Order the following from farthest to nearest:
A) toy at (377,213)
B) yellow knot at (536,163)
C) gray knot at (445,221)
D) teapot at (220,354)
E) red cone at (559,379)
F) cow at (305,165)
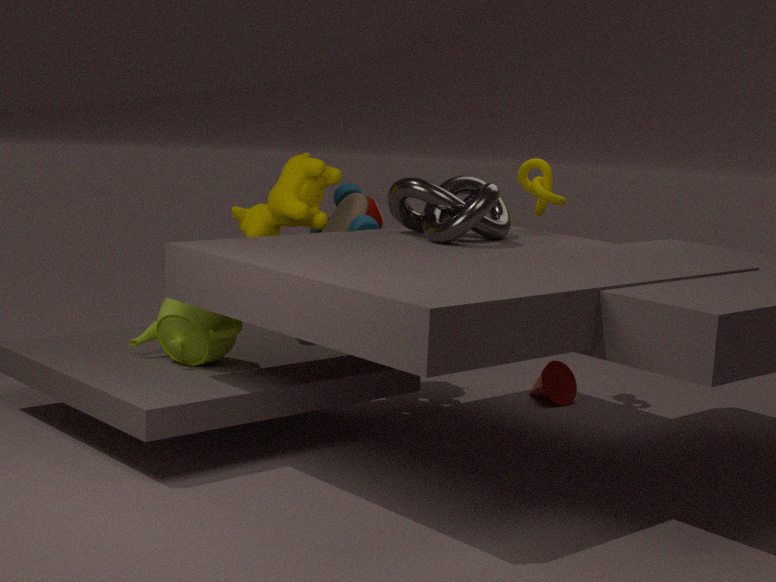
1. E. red cone at (559,379)
2. B. yellow knot at (536,163)
3. A. toy at (377,213)
4. F. cow at (305,165)
5. C. gray knot at (445,221)
6. D. teapot at (220,354)
